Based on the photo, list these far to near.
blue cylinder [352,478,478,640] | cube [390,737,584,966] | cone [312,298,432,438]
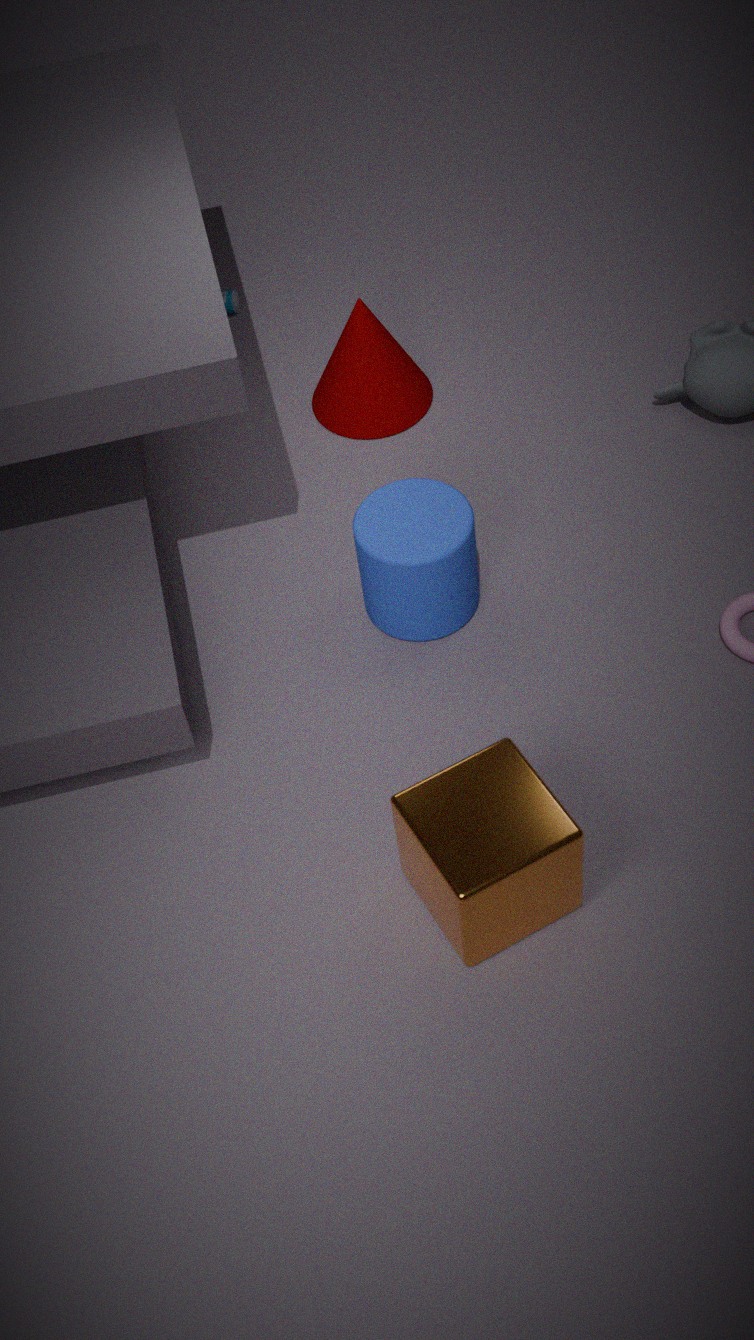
cone [312,298,432,438]
blue cylinder [352,478,478,640]
cube [390,737,584,966]
